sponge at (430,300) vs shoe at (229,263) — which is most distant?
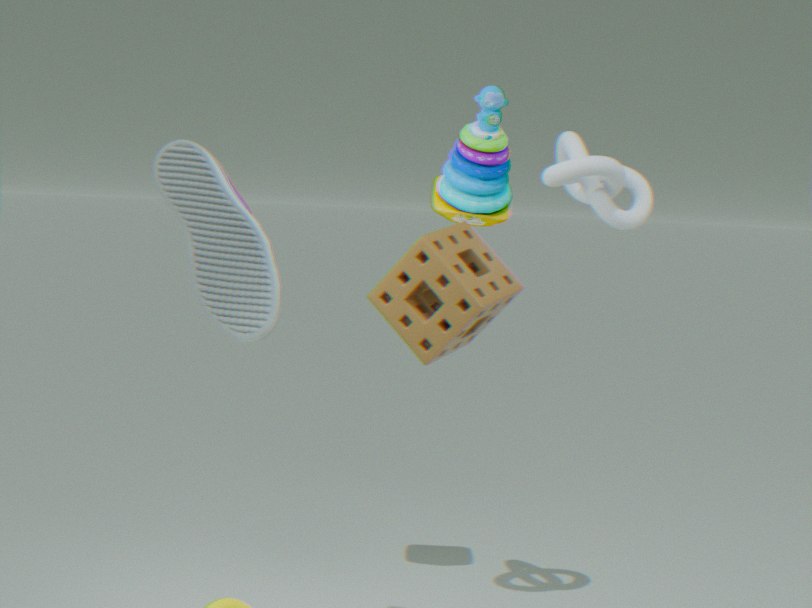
sponge at (430,300)
